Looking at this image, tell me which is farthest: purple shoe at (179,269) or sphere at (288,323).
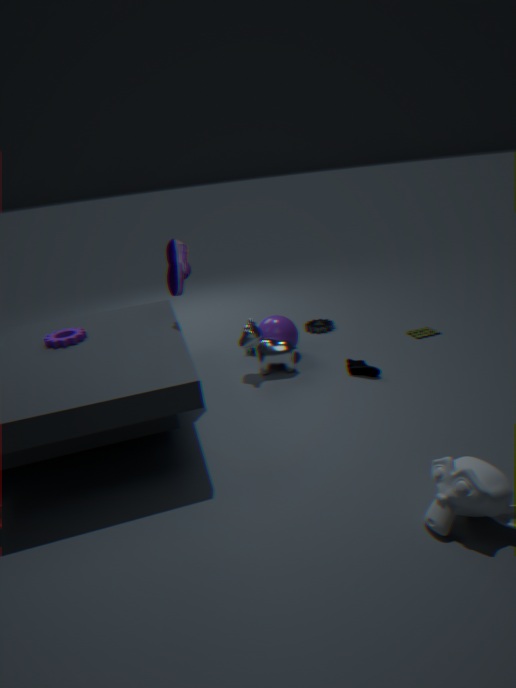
sphere at (288,323)
